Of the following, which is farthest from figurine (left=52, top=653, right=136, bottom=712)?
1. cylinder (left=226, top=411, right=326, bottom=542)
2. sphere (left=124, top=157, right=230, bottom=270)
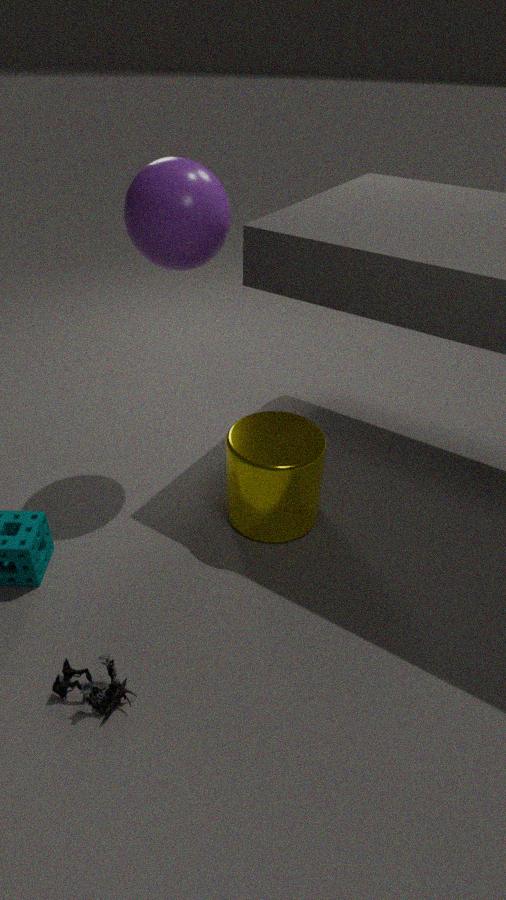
sphere (left=124, top=157, right=230, bottom=270)
